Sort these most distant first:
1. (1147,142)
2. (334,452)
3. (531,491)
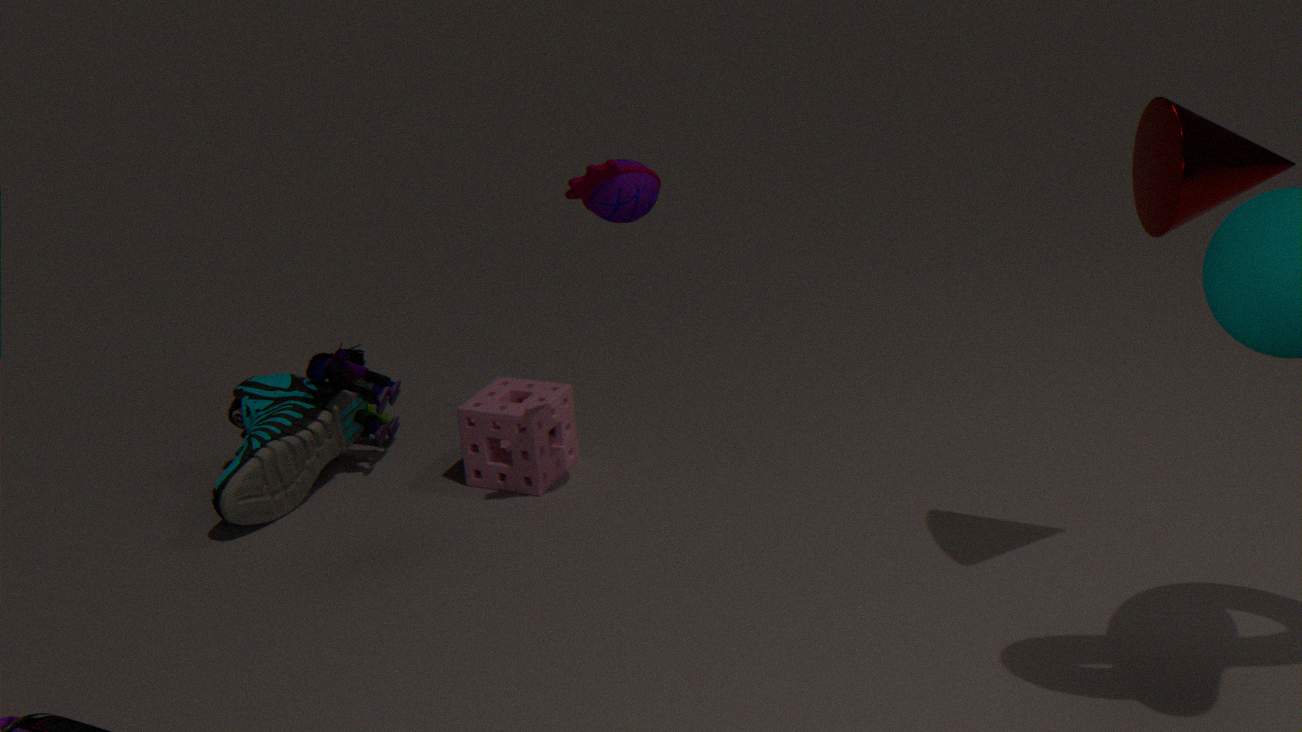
(334,452)
(531,491)
(1147,142)
